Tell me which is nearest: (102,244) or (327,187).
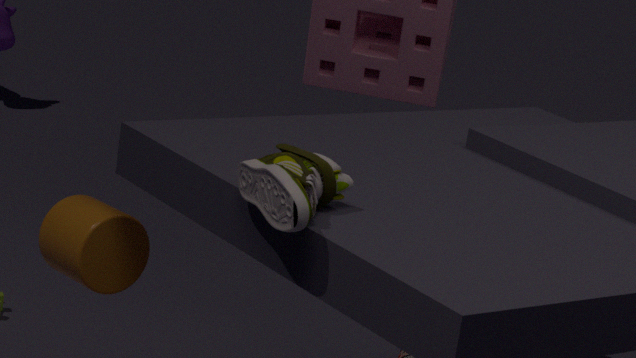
(327,187)
